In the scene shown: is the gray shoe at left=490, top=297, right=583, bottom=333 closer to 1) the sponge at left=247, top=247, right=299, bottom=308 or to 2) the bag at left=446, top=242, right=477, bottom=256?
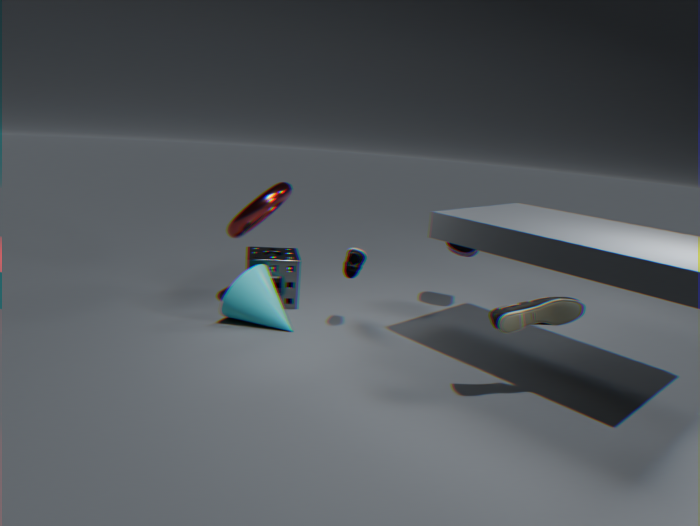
2) the bag at left=446, top=242, right=477, bottom=256
